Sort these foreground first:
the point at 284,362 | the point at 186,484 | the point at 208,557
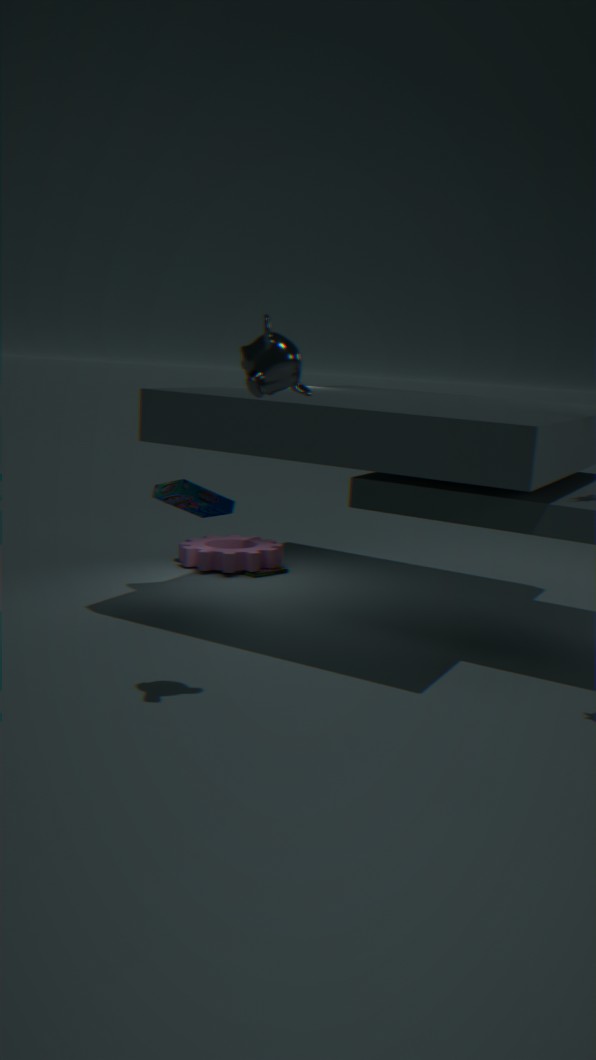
the point at 284,362 < the point at 186,484 < the point at 208,557
